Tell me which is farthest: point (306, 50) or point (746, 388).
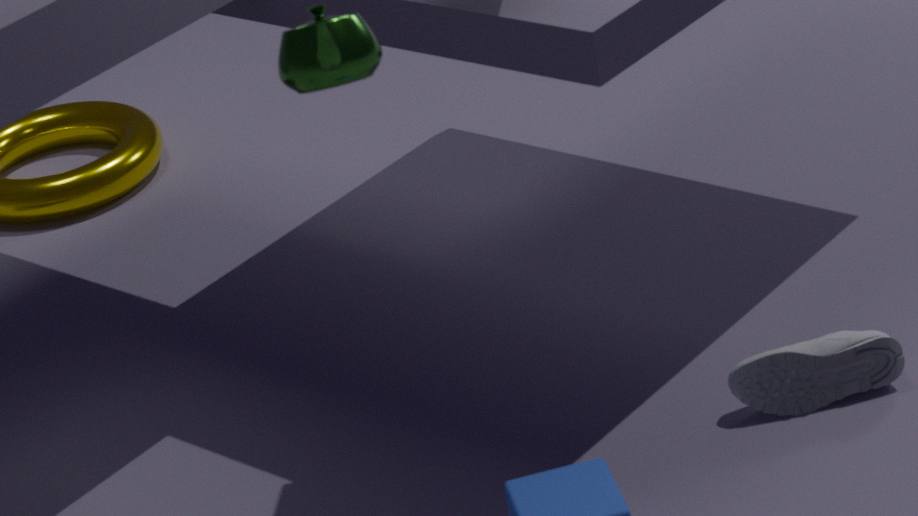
point (746, 388)
